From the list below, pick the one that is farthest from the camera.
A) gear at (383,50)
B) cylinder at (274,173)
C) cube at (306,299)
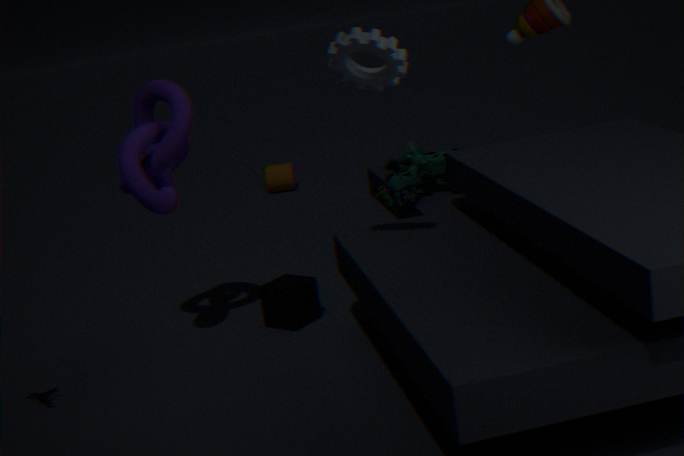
cylinder at (274,173)
